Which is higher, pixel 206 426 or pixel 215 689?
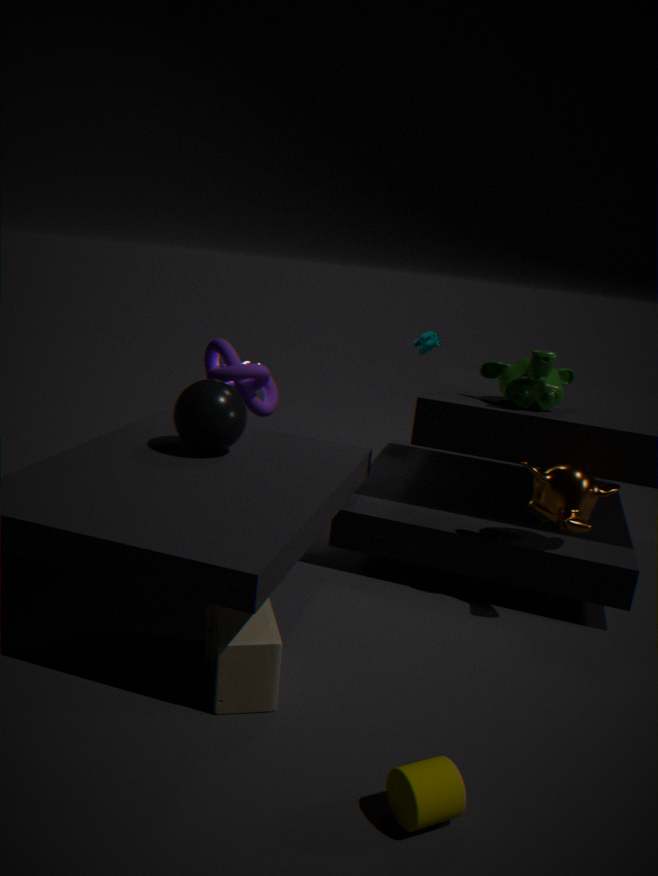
pixel 206 426
